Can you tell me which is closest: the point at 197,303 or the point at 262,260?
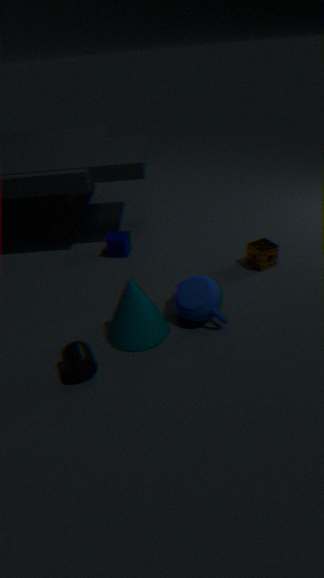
the point at 197,303
